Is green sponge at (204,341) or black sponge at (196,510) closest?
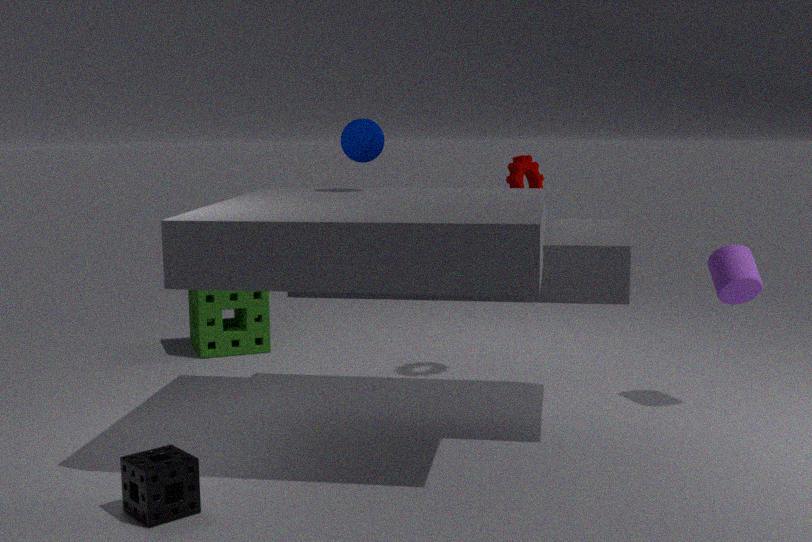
black sponge at (196,510)
